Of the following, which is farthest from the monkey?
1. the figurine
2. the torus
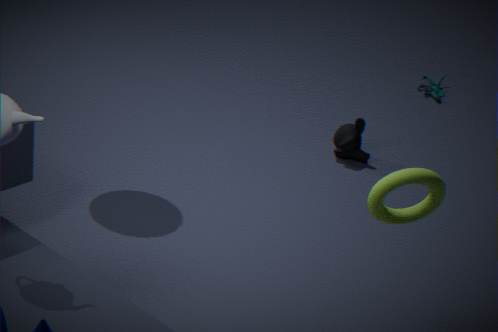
the torus
